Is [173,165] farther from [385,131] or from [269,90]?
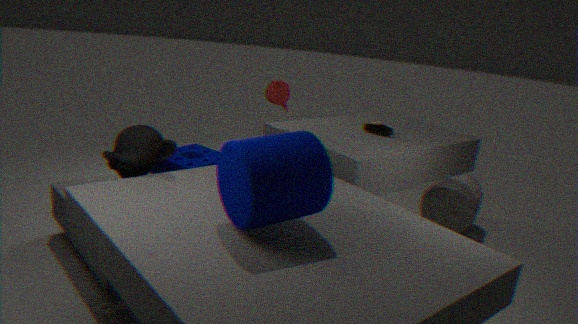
[385,131]
